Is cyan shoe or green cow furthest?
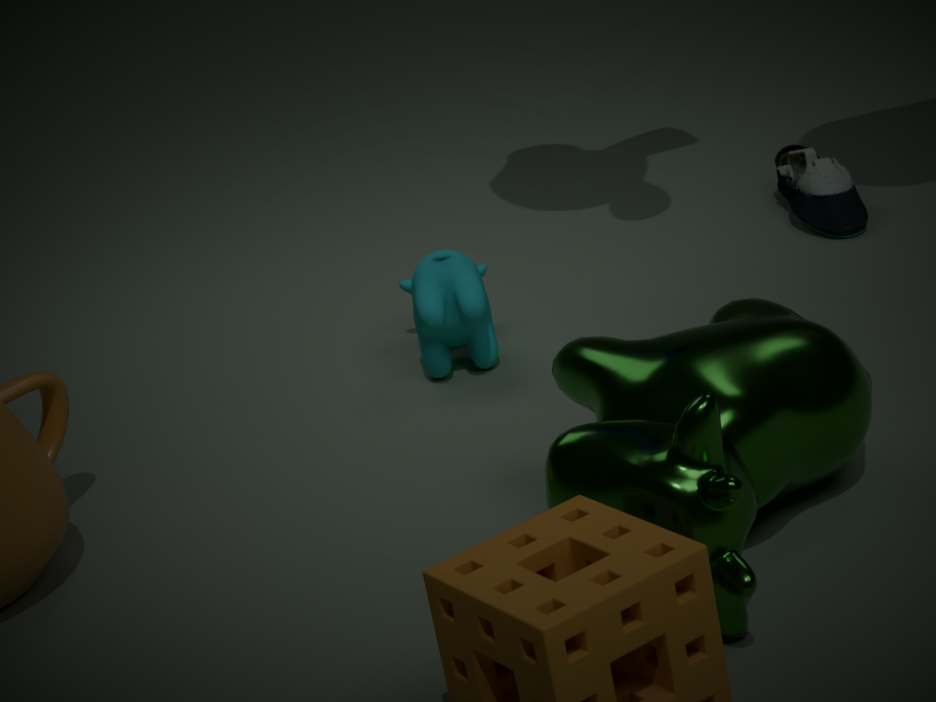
cyan shoe
